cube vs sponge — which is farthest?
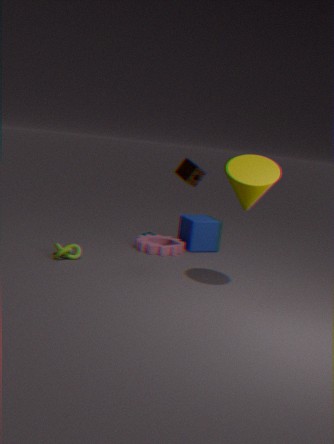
cube
